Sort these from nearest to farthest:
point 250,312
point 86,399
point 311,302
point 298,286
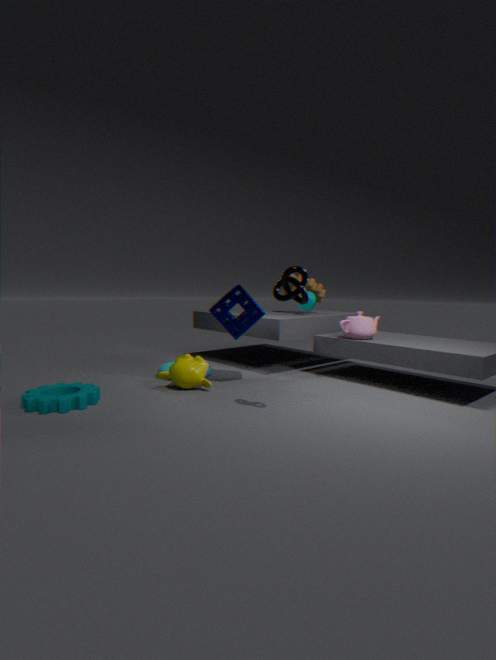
point 298,286 < point 86,399 < point 250,312 < point 311,302
